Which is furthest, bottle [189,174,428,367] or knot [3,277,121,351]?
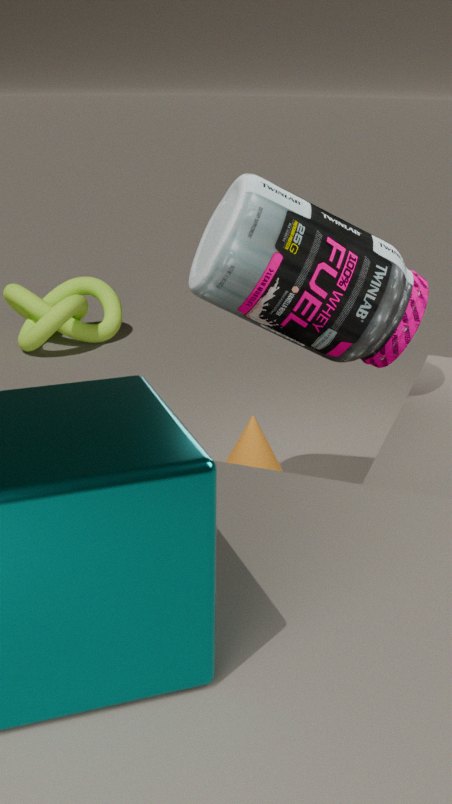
knot [3,277,121,351]
